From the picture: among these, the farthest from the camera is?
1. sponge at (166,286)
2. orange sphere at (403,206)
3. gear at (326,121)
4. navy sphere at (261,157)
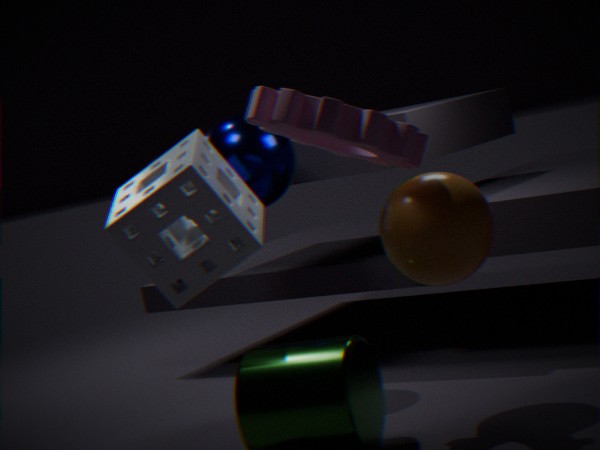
navy sphere at (261,157)
